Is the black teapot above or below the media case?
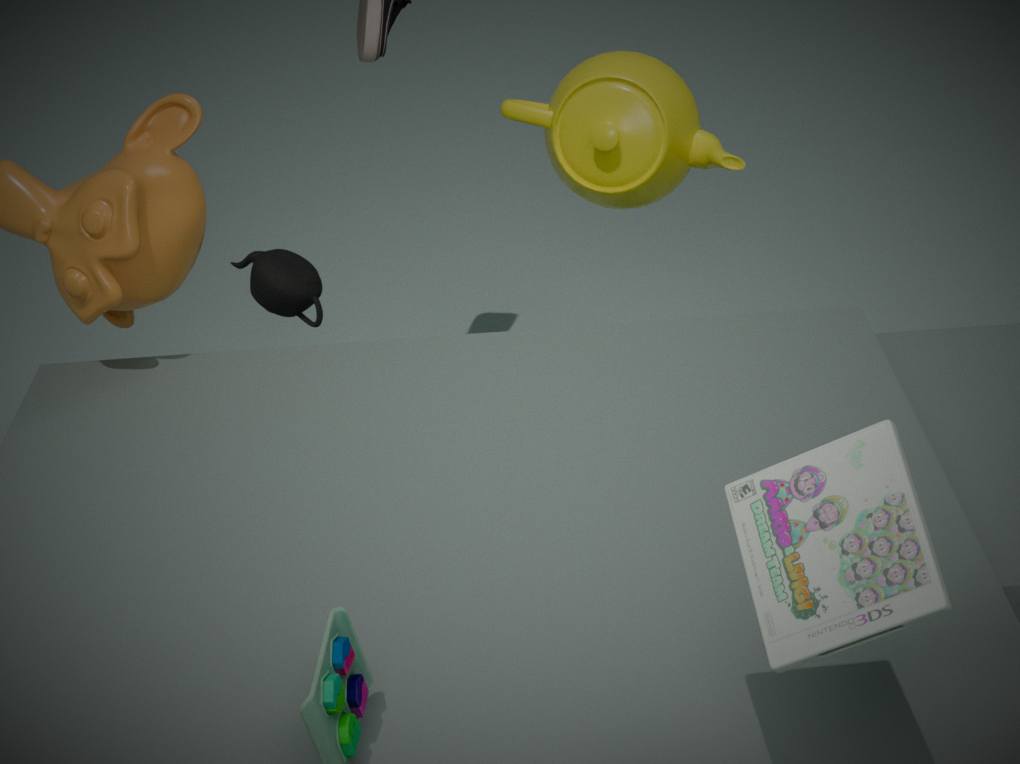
below
